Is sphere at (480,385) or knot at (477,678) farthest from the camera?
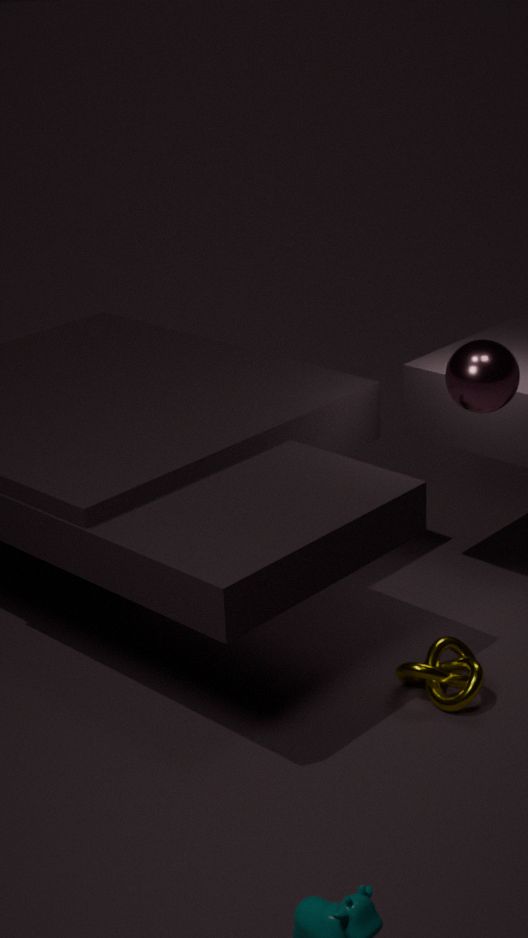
knot at (477,678)
